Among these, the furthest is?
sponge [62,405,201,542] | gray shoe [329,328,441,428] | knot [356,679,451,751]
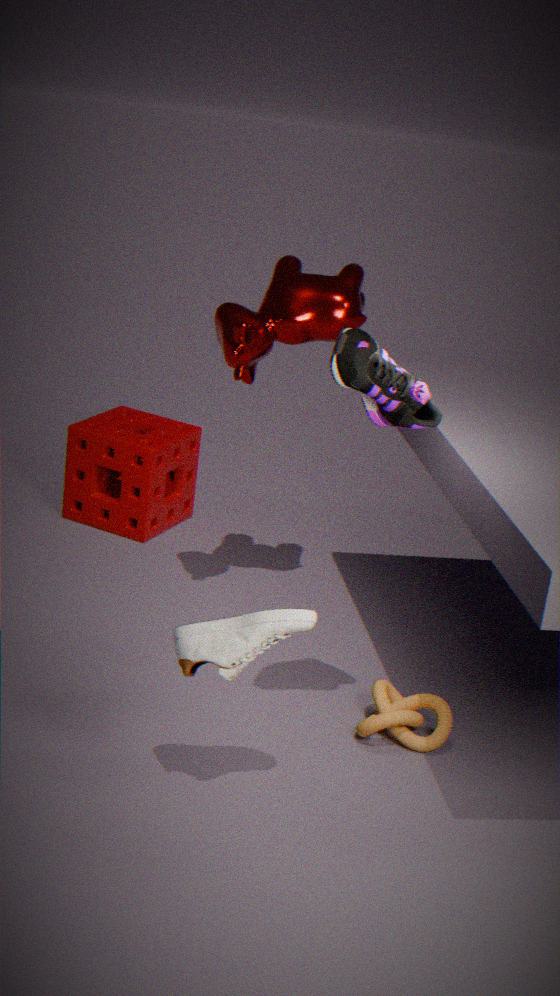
sponge [62,405,201,542]
